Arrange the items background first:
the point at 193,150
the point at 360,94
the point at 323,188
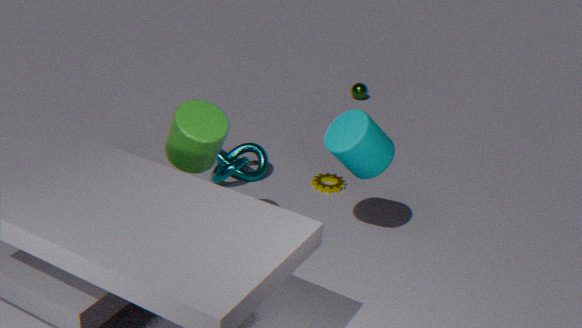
the point at 360,94 < the point at 323,188 < the point at 193,150
